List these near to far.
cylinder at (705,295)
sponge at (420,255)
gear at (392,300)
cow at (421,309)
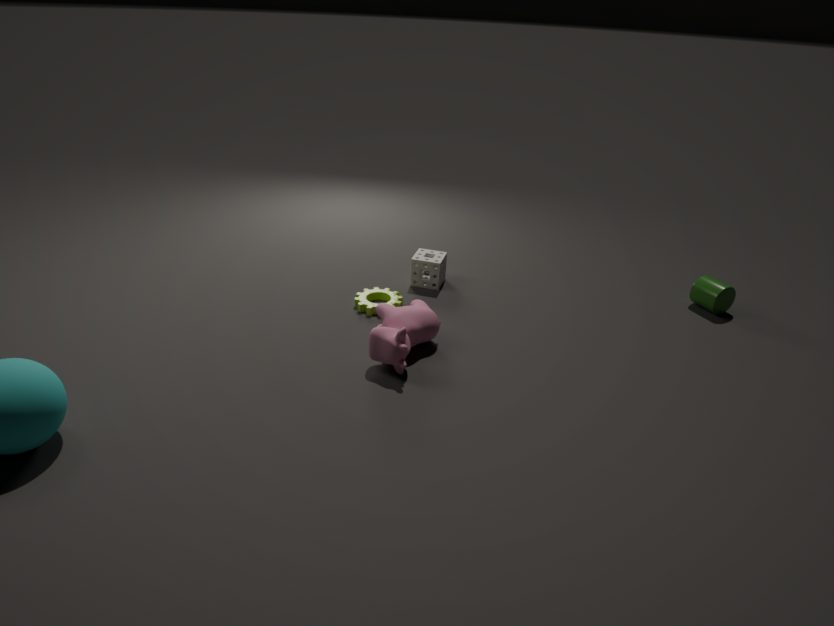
cow at (421,309), gear at (392,300), cylinder at (705,295), sponge at (420,255)
